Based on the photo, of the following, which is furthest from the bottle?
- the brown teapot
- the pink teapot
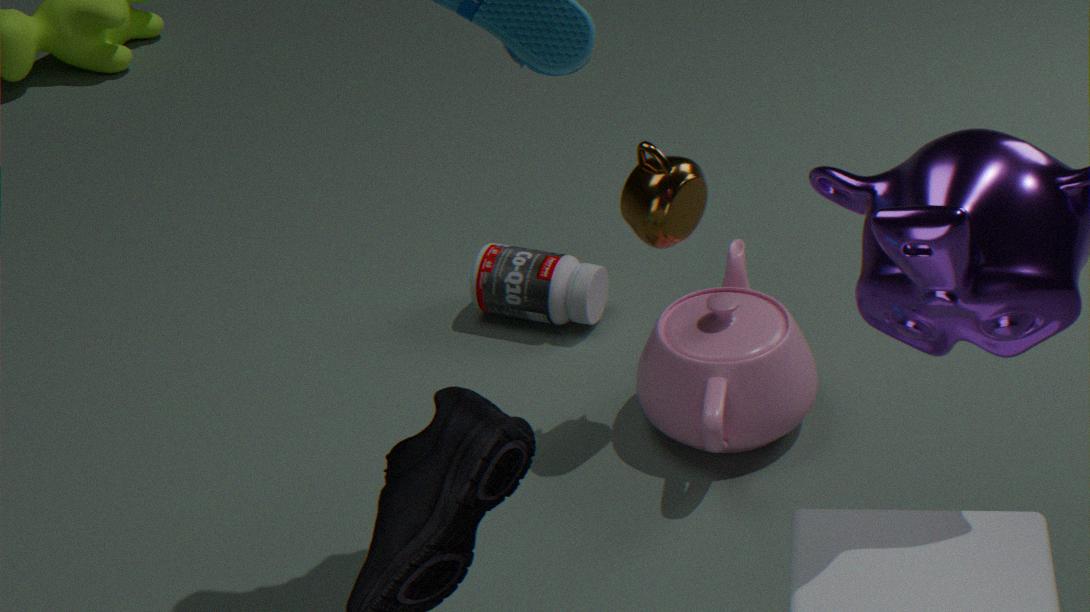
the brown teapot
